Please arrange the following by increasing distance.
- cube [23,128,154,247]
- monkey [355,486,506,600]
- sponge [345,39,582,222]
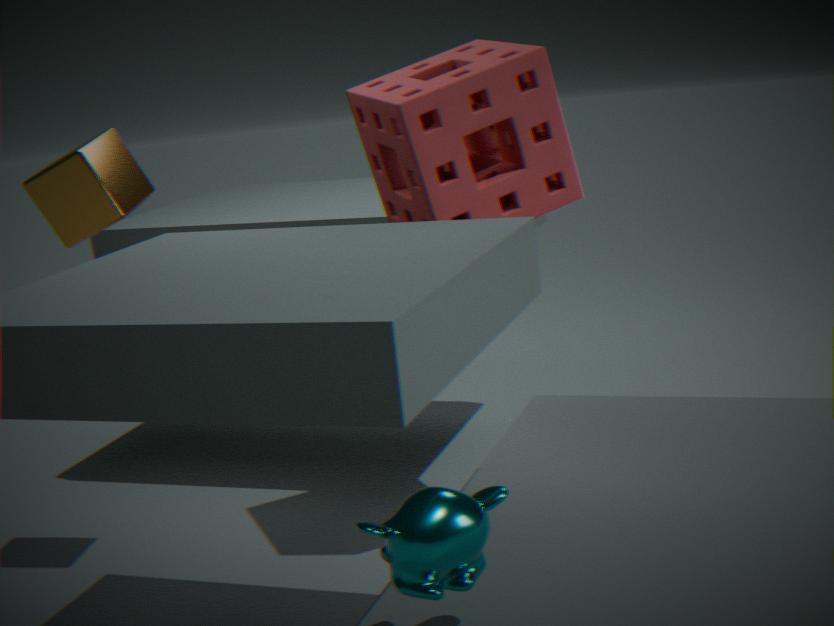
monkey [355,486,506,600]
sponge [345,39,582,222]
cube [23,128,154,247]
